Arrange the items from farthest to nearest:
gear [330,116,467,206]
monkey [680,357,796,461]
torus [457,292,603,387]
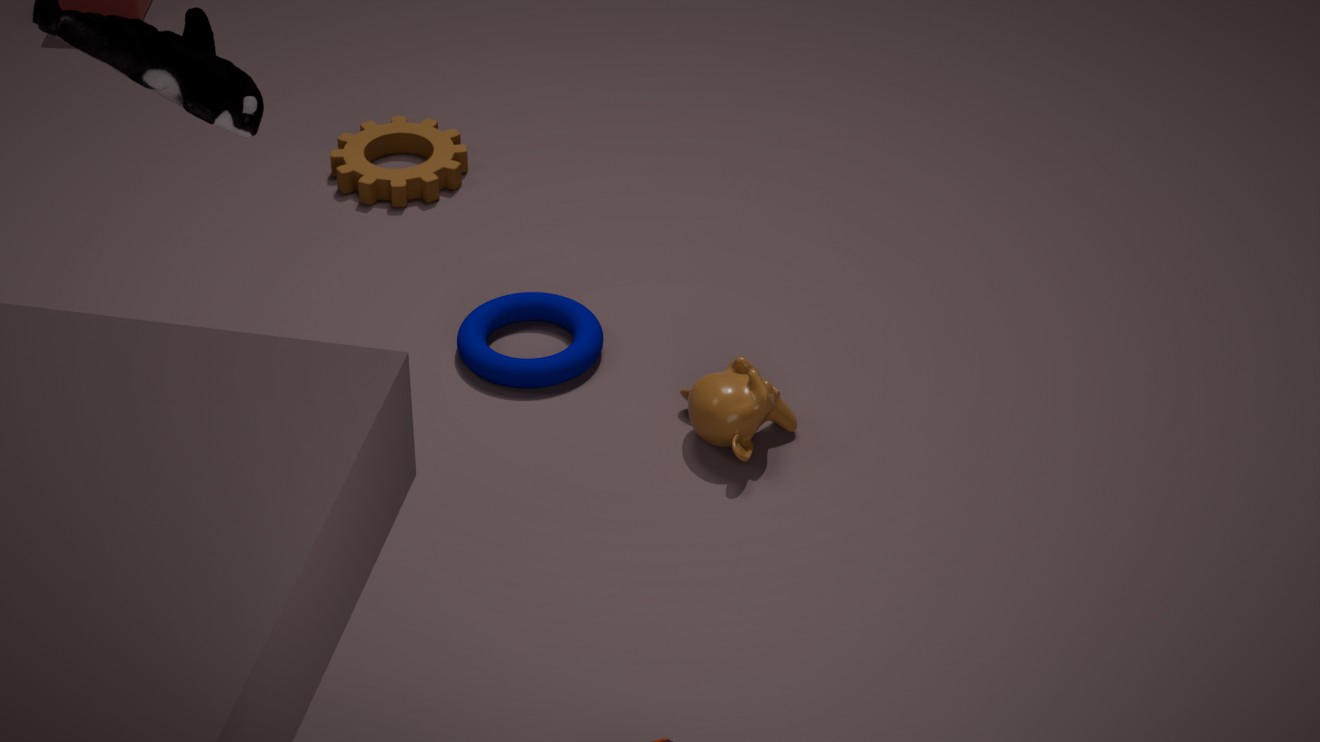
gear [330,116,467,206], torus [457,292,603,387], monkey [680,357,796,461]
